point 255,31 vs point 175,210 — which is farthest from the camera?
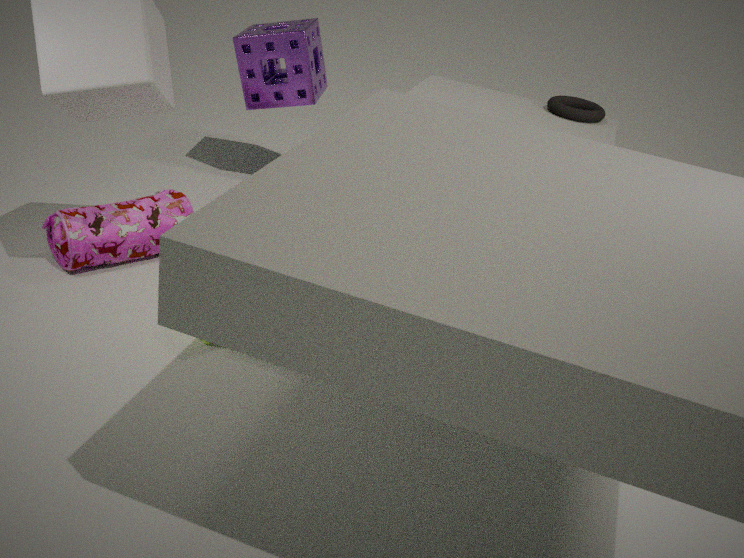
point 255,31
